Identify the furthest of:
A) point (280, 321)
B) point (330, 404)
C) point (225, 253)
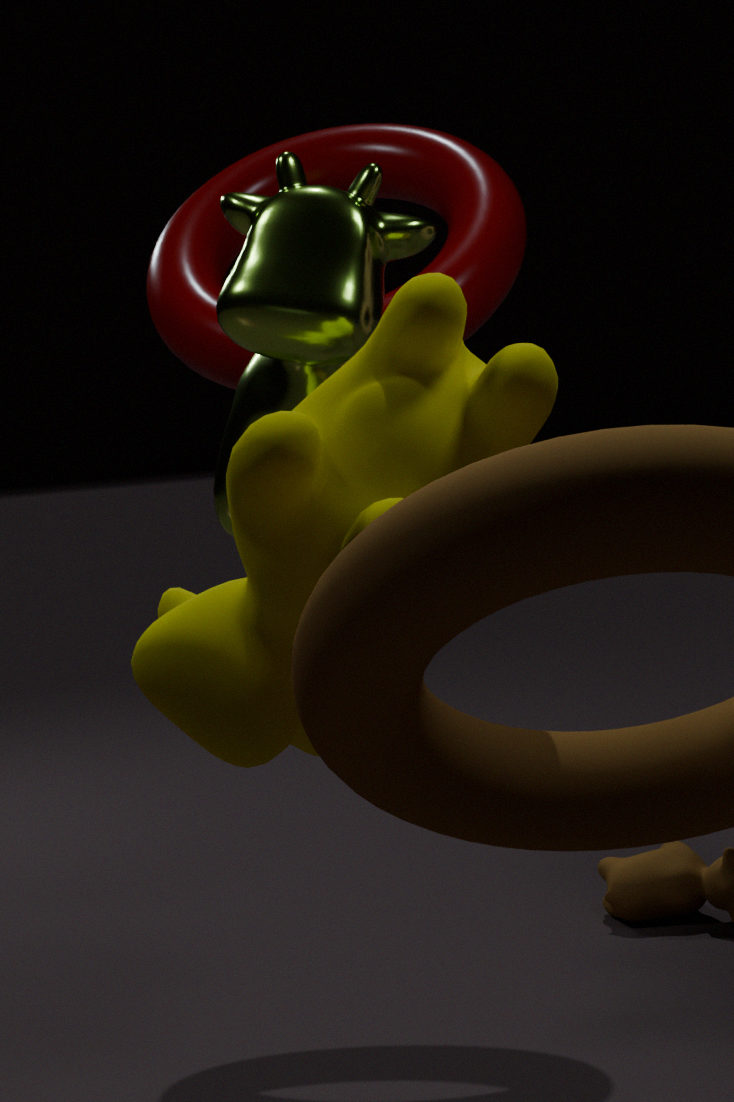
point (225, 253)
